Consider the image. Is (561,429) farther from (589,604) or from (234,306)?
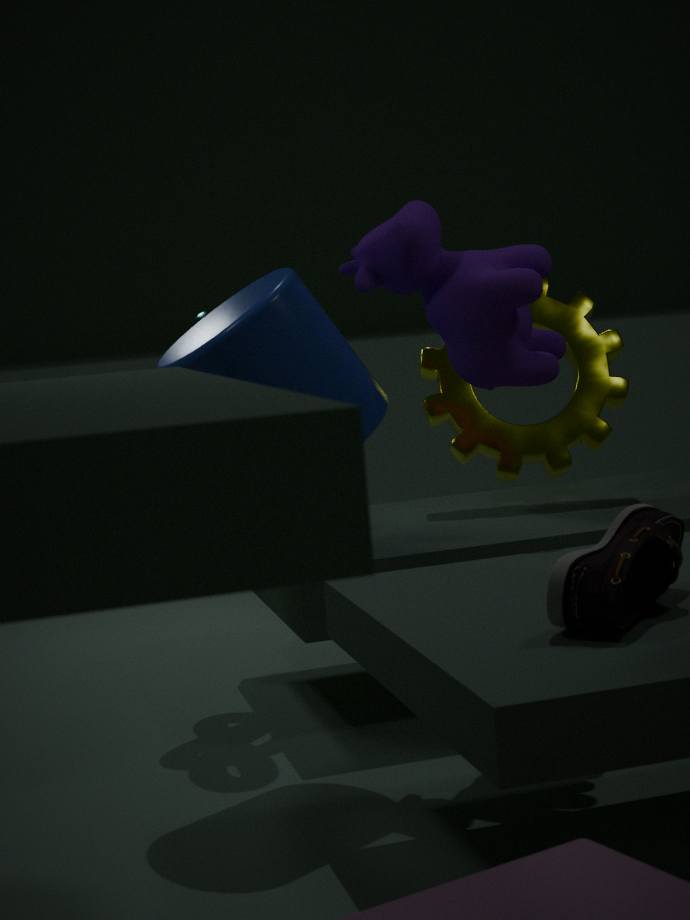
(589,604)
